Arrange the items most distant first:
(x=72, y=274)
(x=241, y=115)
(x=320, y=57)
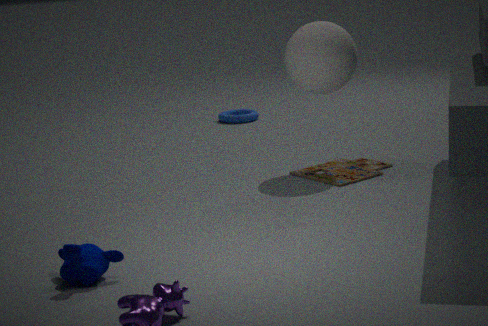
(x=241, y=115) < (x=320, y=57) < (x=72, y=274)
